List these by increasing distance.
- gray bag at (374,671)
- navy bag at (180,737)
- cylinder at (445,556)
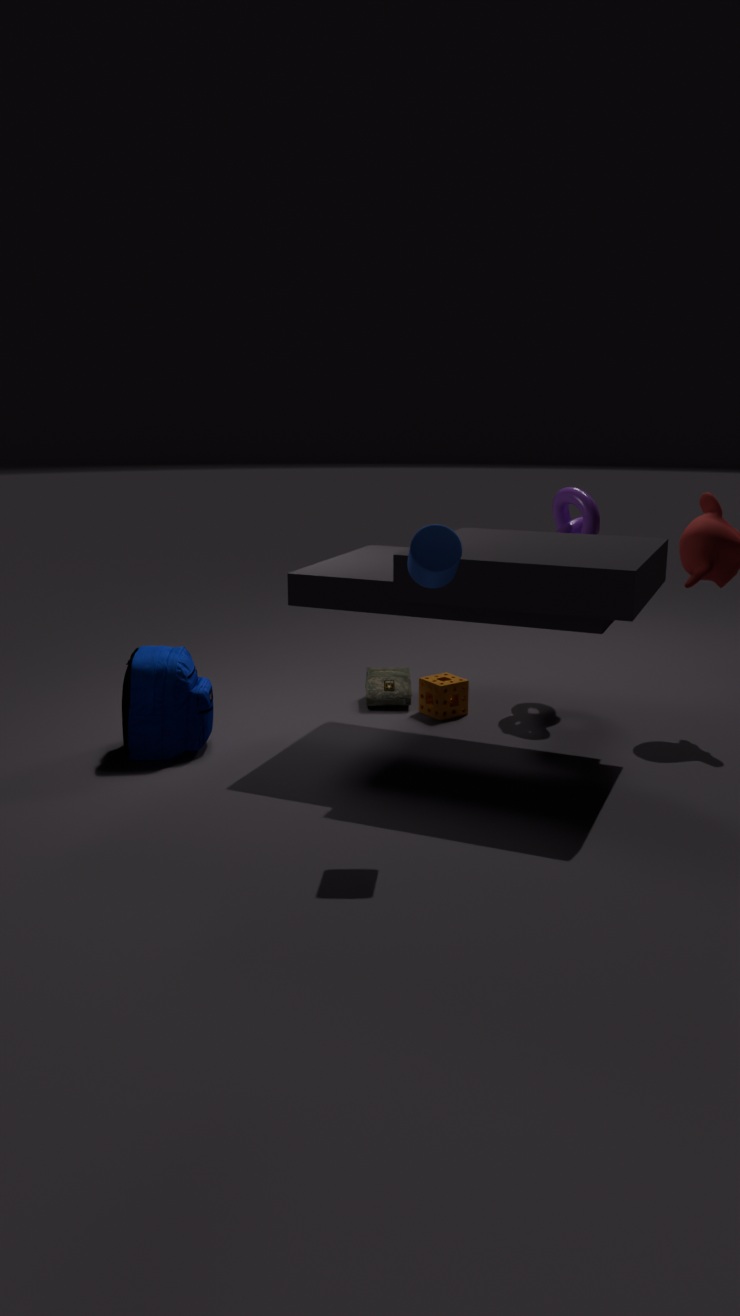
cylinder at (445,556) < navy bag at (180,737) < gray bag at (374,671)
